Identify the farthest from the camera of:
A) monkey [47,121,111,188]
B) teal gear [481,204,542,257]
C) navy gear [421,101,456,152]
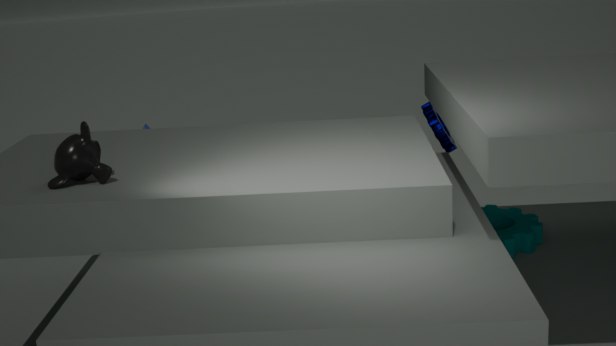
navy gear [421,101,456,152]
